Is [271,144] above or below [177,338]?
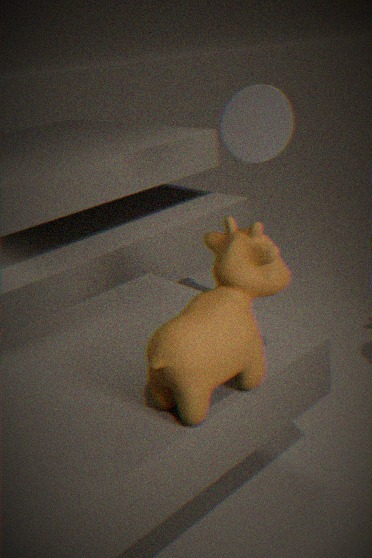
above
